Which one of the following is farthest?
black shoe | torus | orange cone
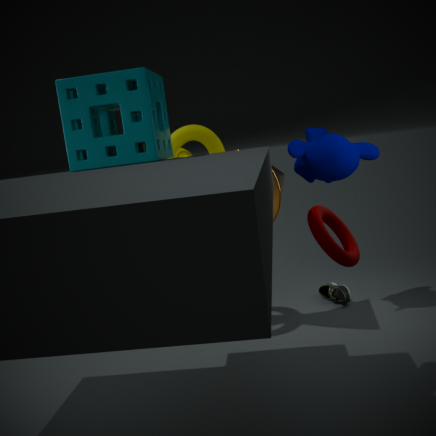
black shoe
